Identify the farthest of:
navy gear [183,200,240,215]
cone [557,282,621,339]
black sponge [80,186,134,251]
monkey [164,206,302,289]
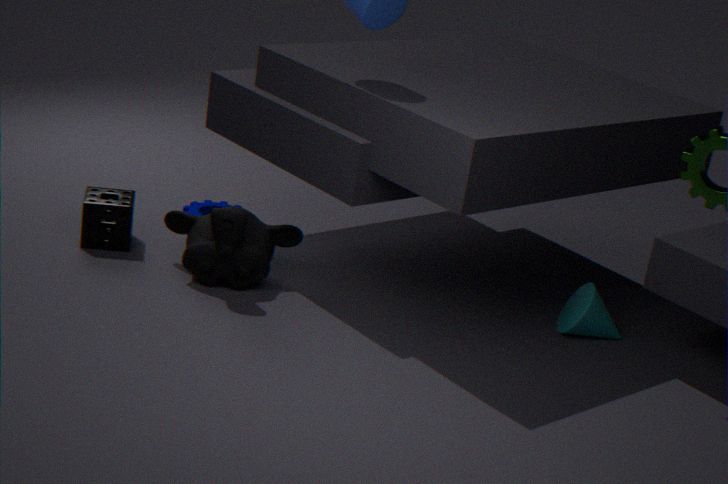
navy gear [183,200,240,215]
